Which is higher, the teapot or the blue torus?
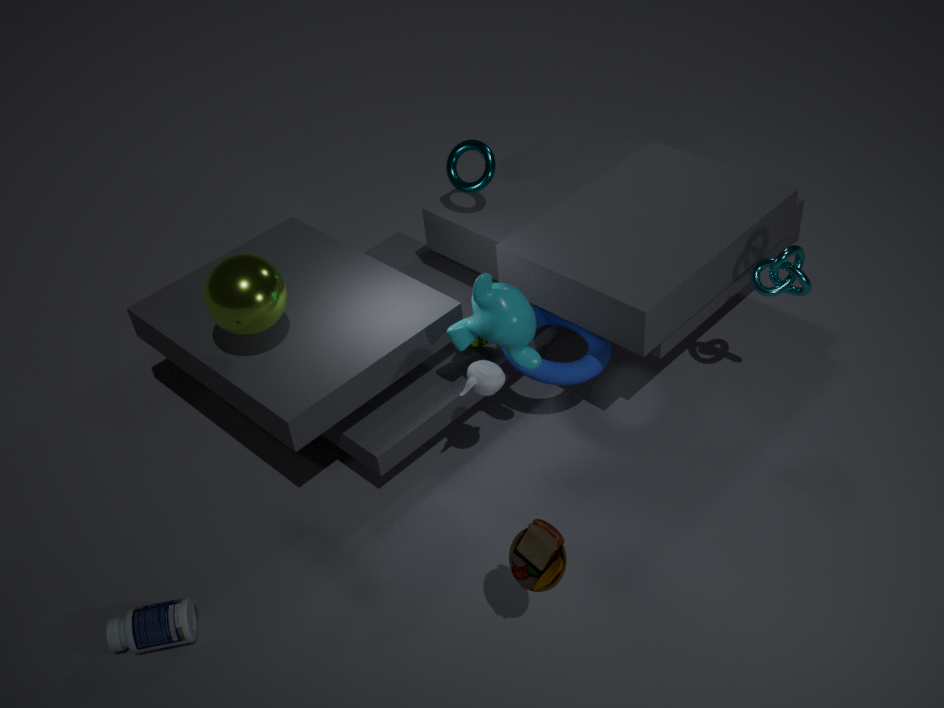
the teapot
